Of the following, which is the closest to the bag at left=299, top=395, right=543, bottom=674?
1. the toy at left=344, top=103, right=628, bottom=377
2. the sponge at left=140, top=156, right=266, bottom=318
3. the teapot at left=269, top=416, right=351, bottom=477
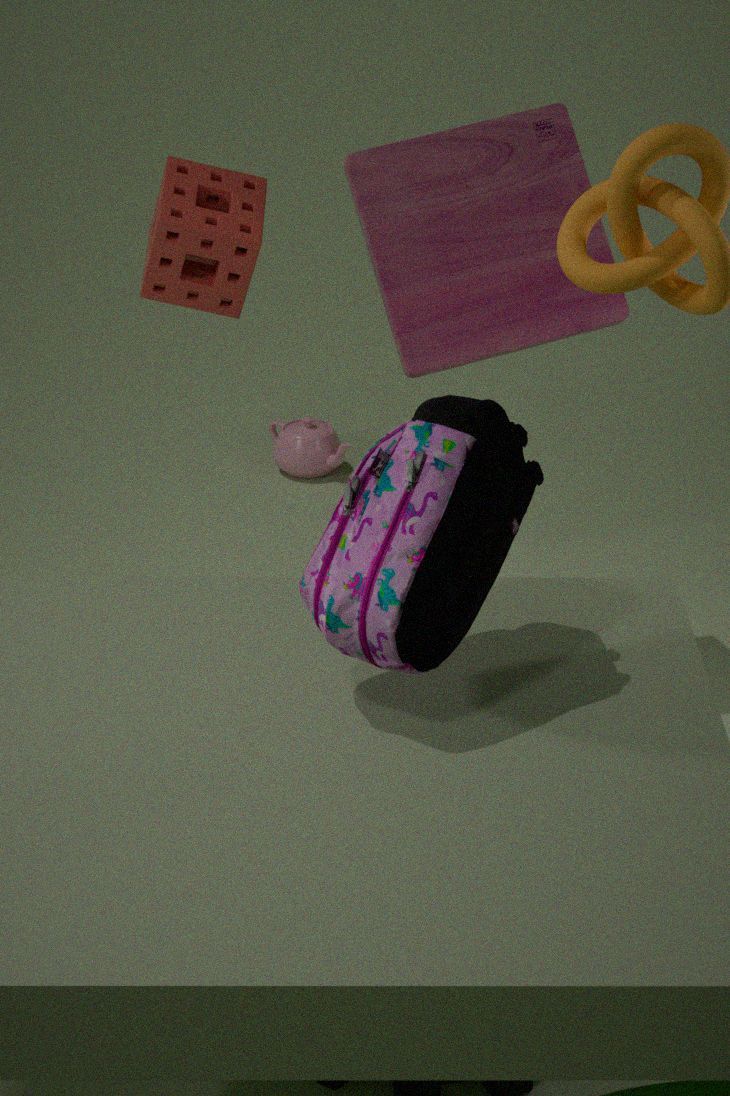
the toy at left=344, top=103, right=628, bottom=377
